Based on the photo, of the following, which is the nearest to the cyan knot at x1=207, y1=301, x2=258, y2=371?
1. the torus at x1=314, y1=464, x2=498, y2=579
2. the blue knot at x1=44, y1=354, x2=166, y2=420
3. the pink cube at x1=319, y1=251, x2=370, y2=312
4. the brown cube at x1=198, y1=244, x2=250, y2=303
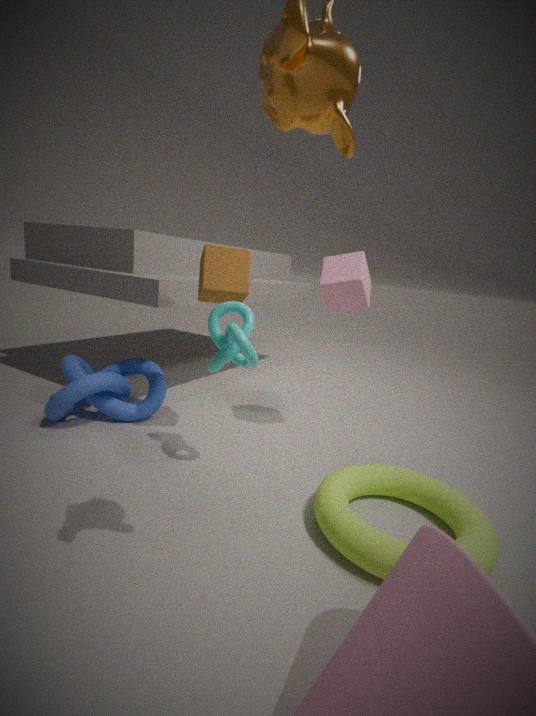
the brown cube at x1=198, y1=244, x2=250, y2=303
